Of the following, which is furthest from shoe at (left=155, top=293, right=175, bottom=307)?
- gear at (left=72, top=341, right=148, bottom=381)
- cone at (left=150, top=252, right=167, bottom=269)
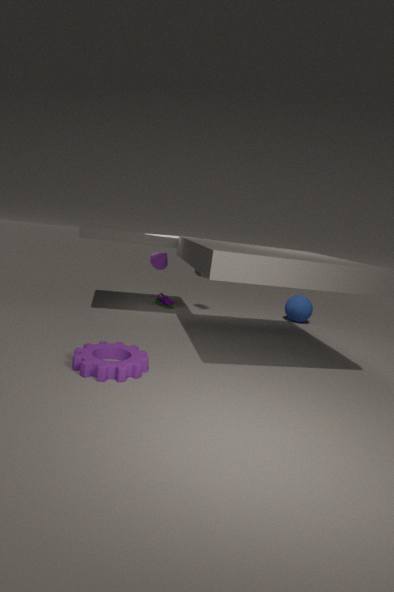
gear at (left=72, top=341, right=148, bottom=381)
